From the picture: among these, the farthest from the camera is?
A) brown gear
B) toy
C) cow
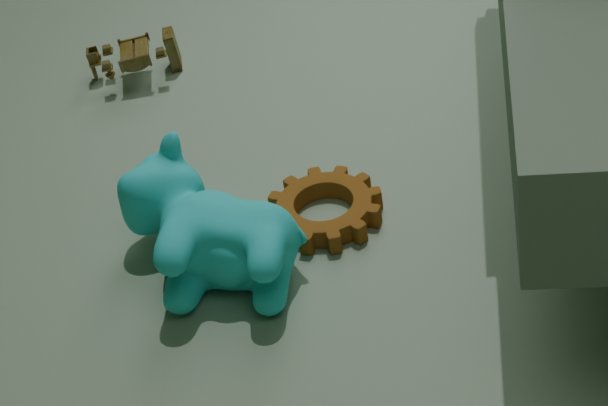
toy
